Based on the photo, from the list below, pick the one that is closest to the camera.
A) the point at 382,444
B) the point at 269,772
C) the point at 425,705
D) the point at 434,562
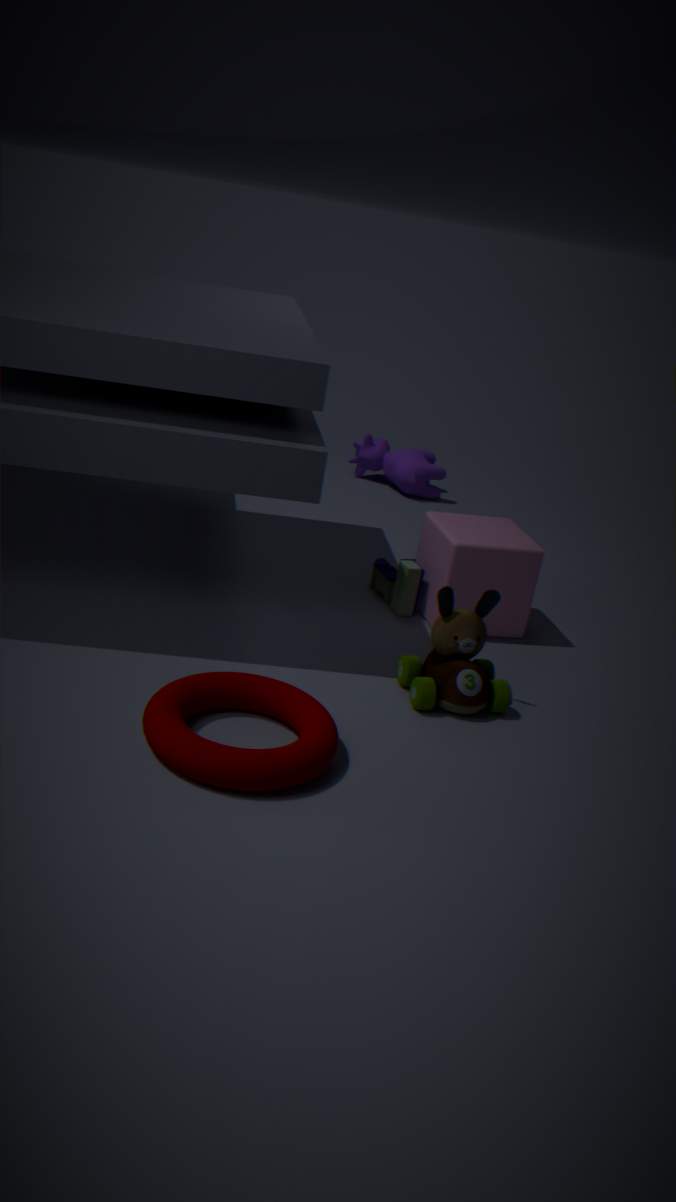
B. the point at 269,772
